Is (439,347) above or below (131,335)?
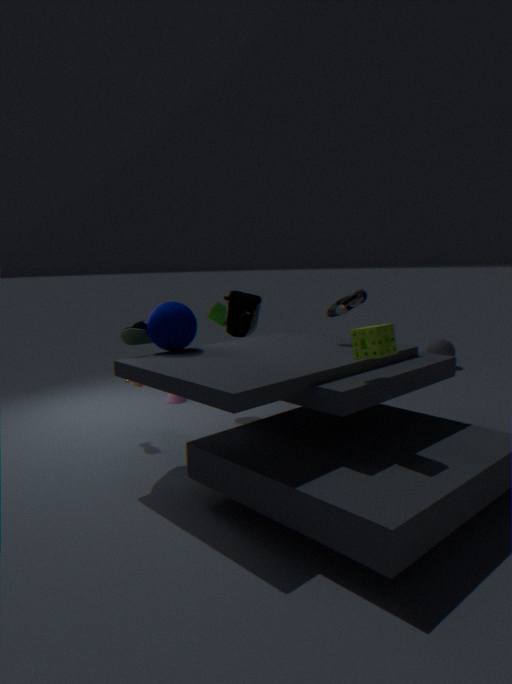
below
